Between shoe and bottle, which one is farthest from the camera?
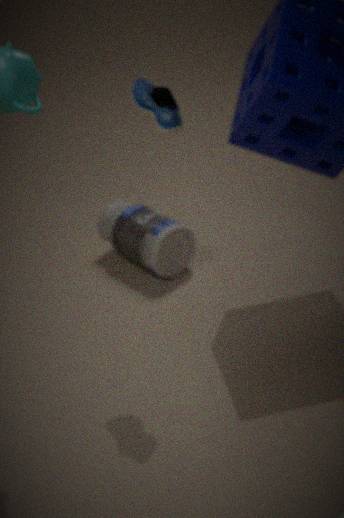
bottle
